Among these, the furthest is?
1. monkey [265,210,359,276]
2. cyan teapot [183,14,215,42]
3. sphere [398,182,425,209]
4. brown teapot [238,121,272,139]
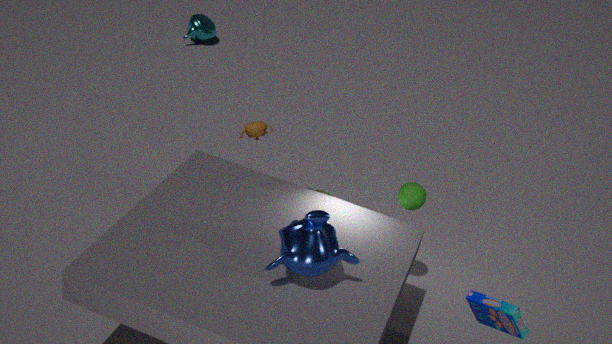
cyan teapot [183,14,215,42]
